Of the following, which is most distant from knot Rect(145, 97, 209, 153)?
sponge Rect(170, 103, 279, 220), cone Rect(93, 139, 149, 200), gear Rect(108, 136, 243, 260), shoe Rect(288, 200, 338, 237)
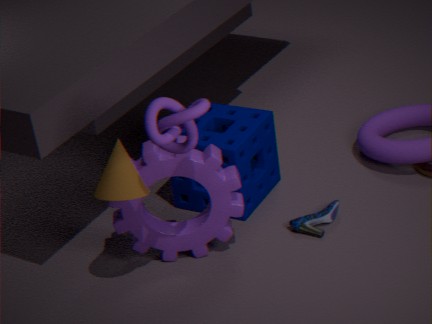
shoe Rect(288, 200, 338, 237)
